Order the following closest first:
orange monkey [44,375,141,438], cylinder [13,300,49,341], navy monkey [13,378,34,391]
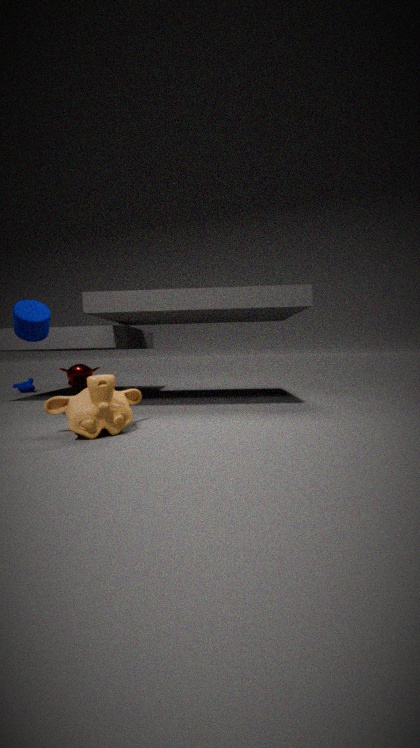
orange monkey [44,375,141,438] → cylinder [13,300,49,341] → navy monkey [13,378,34,391]
